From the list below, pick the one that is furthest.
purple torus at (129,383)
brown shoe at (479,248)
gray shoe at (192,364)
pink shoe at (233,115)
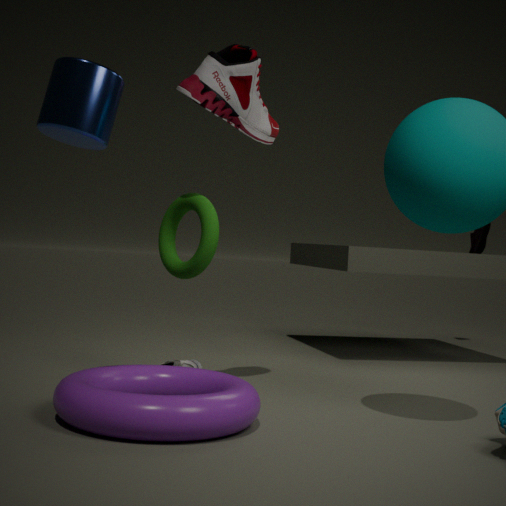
brown shoe at (479,248)
